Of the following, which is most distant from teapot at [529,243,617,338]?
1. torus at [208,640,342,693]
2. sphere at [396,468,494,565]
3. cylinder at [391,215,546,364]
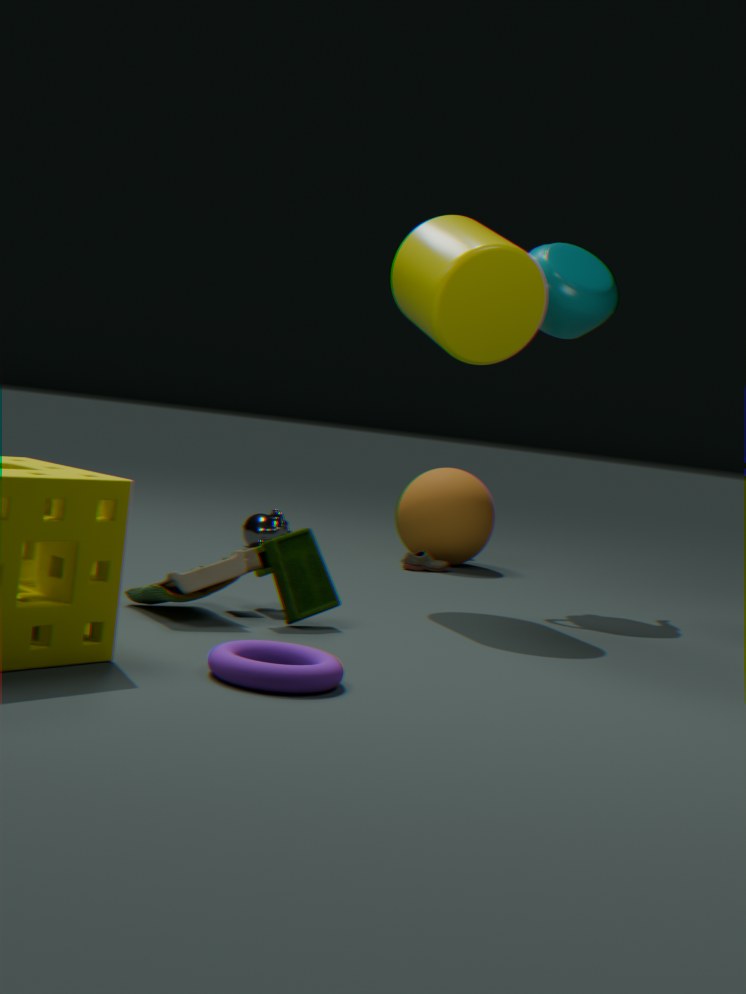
torus at [208,640,342,693]
